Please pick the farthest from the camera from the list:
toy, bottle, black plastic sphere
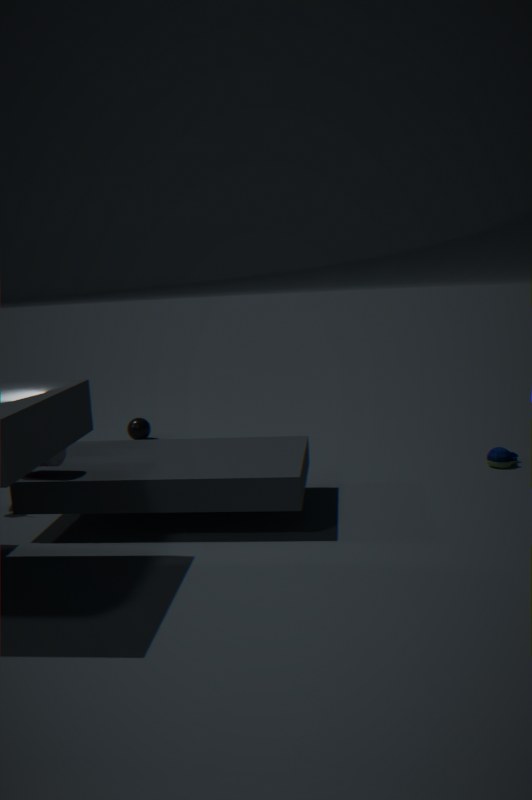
black plastic sphere
